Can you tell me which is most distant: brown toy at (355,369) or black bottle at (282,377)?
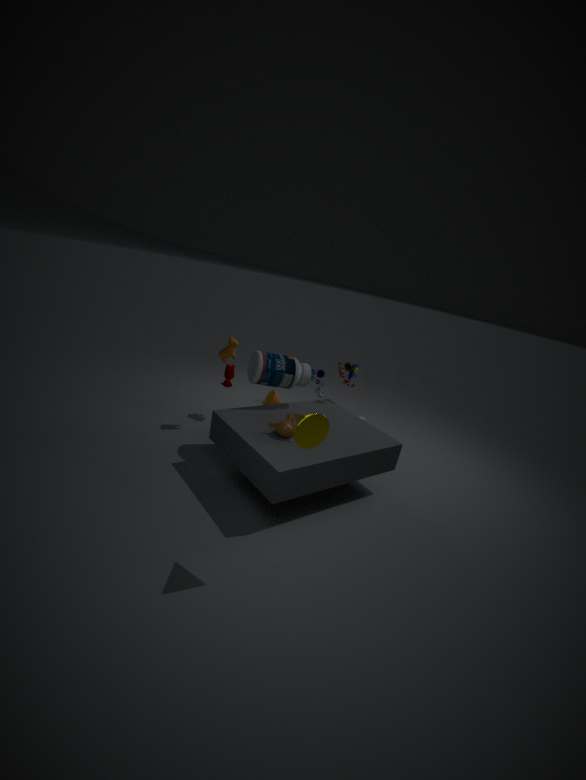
brown toy at (355,369)
